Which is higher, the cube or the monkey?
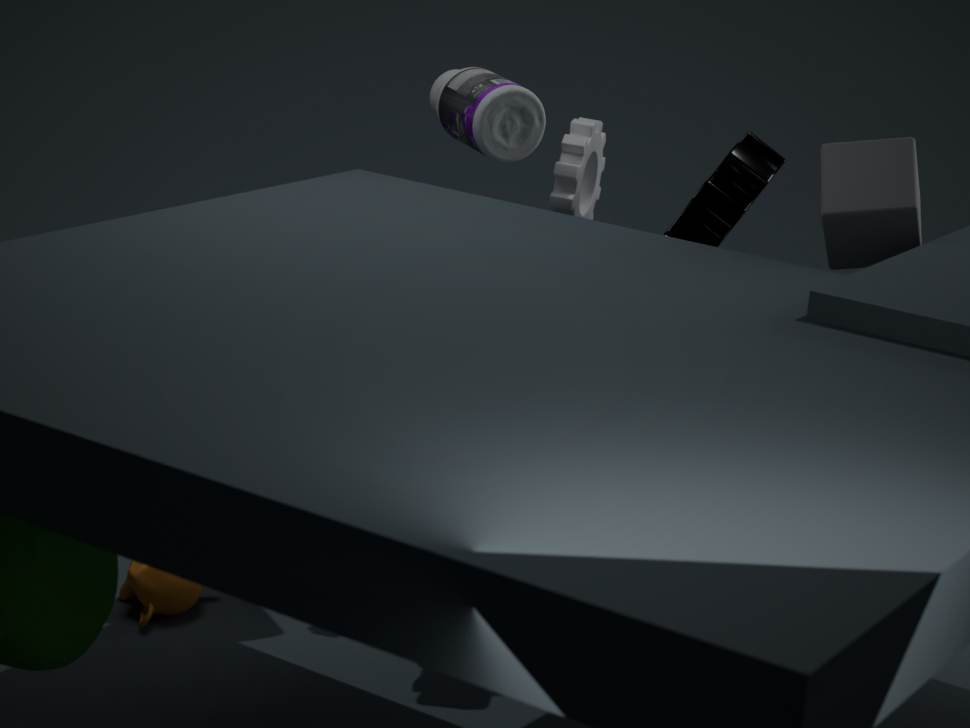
the cube
